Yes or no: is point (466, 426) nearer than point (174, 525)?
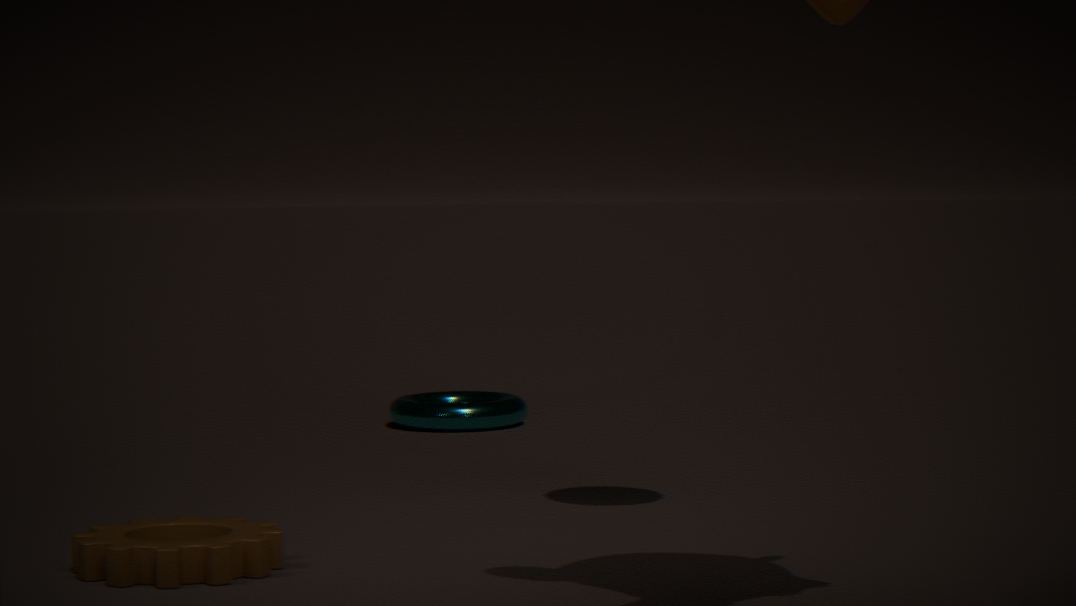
No
